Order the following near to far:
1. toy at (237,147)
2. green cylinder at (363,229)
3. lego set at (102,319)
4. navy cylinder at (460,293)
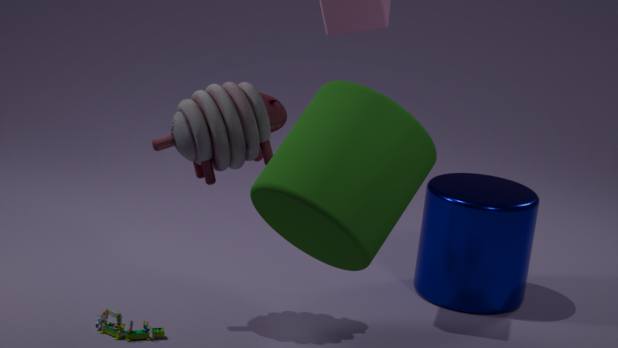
1. green cylinder at (363,229)
2. toy at (237,147)
3. lego set at (102,319)
4. navy cylinder at (460,293)
